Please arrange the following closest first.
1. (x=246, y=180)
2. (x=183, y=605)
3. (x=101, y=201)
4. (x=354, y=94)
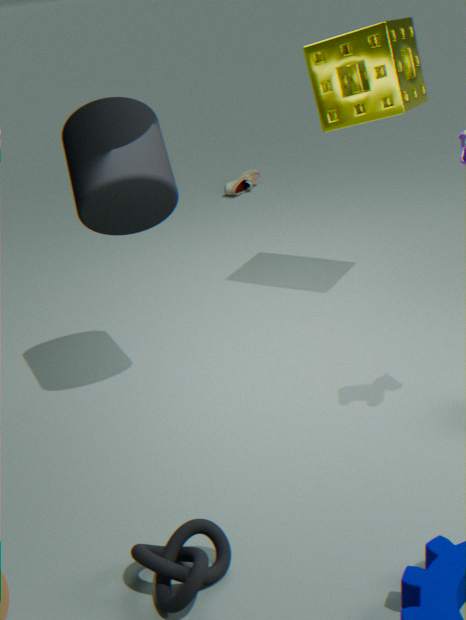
(x=183, y=605) → (x=101, y=201) → (x=354, y=94) → (x=246, y=180)
